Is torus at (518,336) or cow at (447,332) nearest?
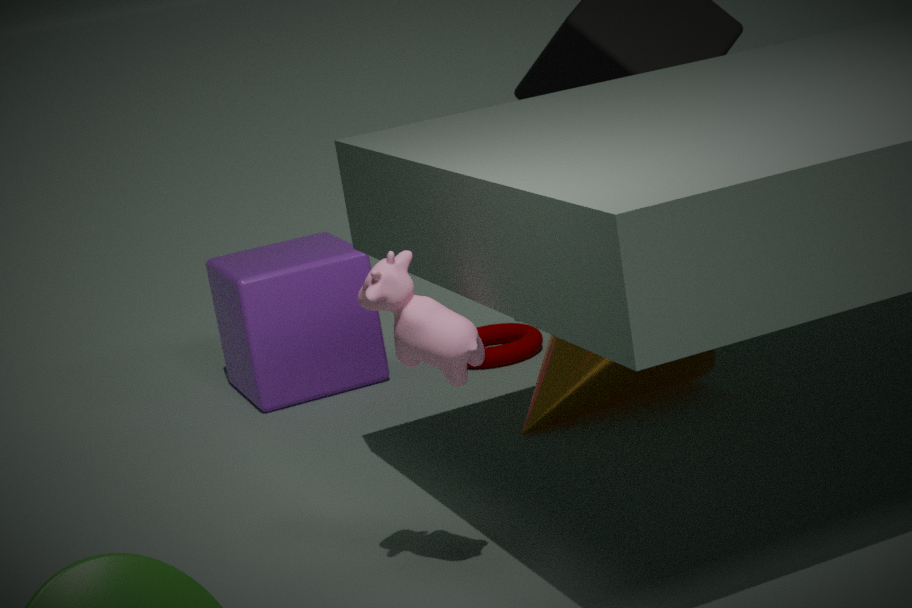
cow at (447,332)
